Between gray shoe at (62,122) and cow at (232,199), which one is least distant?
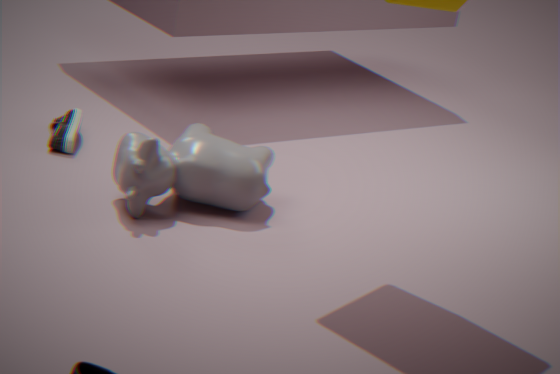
cow at (232,199)
